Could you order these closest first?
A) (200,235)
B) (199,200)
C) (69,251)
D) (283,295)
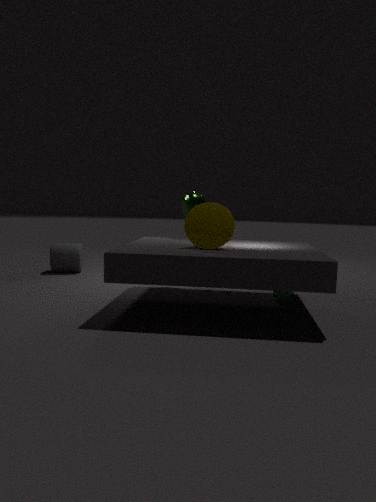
(200,235)
(283,295)
(199,200)
(69,251)
